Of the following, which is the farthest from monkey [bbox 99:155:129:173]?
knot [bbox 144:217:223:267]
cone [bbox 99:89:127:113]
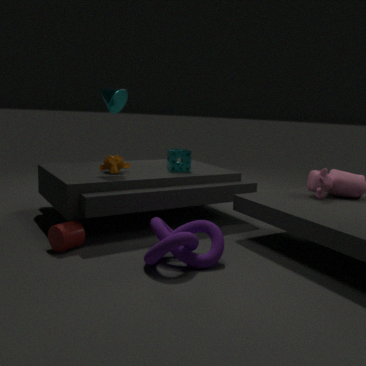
knot [bbox 144:217:223:267]
